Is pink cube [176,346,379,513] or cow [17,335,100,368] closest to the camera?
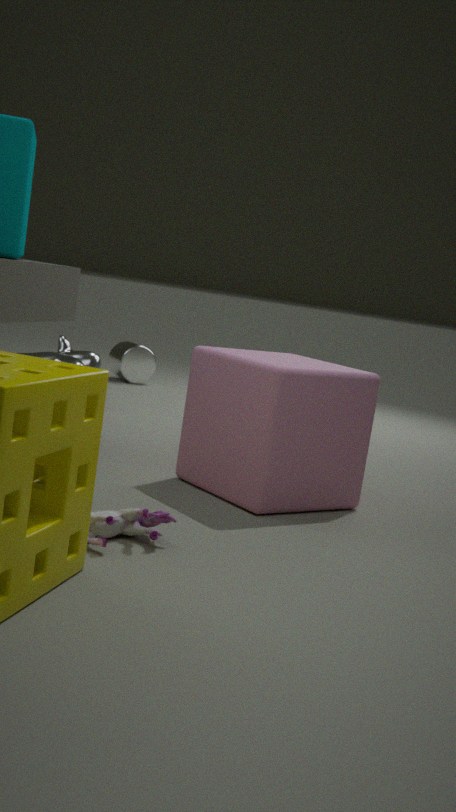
pink cube [176,346,379,513]
